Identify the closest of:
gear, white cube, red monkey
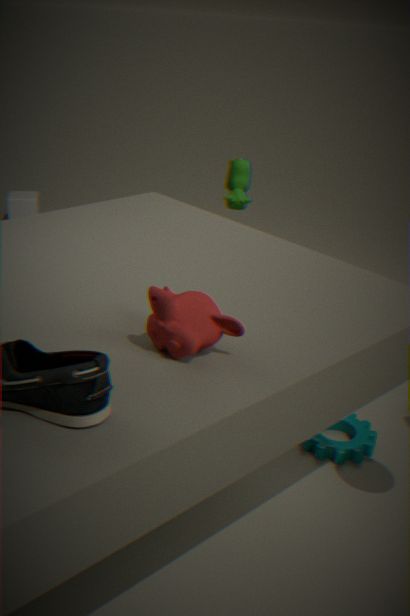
red monkey
